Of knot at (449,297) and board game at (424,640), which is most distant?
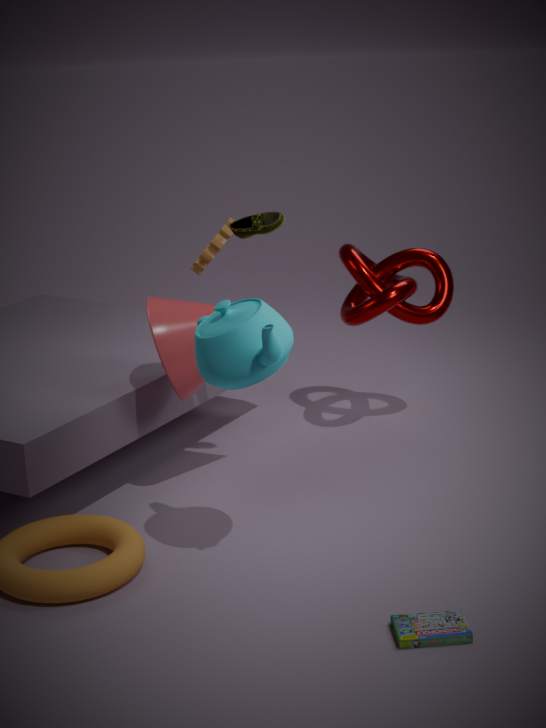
knot at (449,297)
